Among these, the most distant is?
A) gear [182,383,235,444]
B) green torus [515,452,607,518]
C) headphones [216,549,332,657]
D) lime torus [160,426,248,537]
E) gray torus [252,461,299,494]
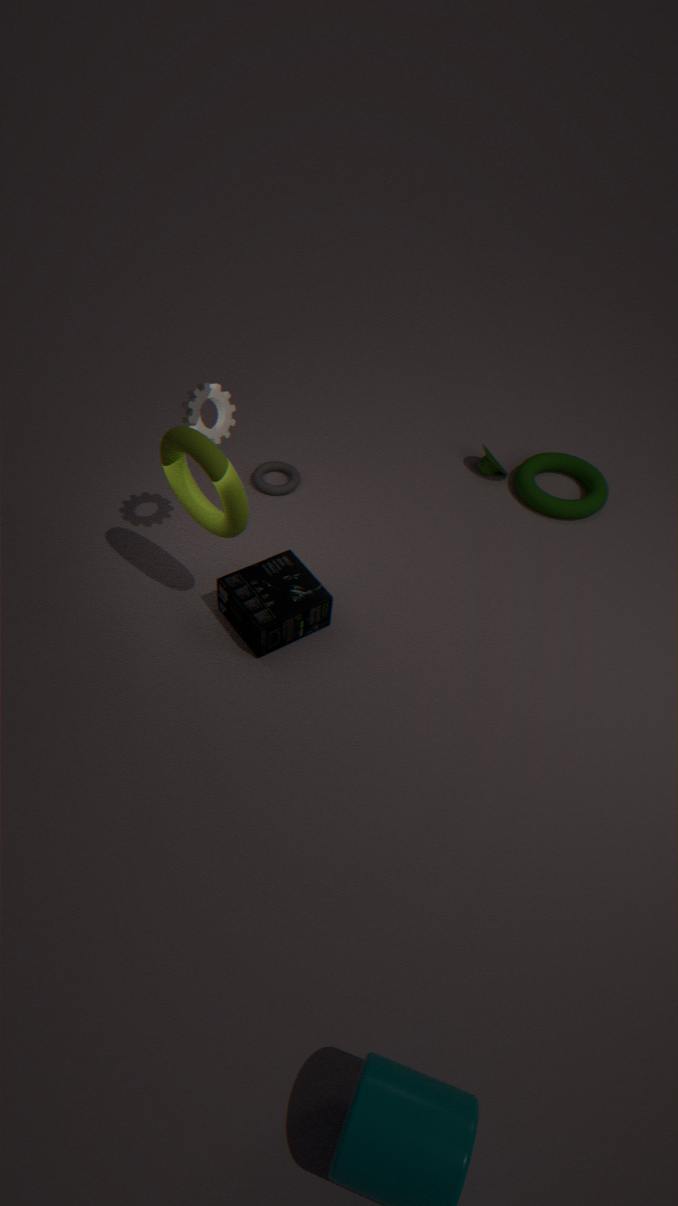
green torus [515,452,607,518]
